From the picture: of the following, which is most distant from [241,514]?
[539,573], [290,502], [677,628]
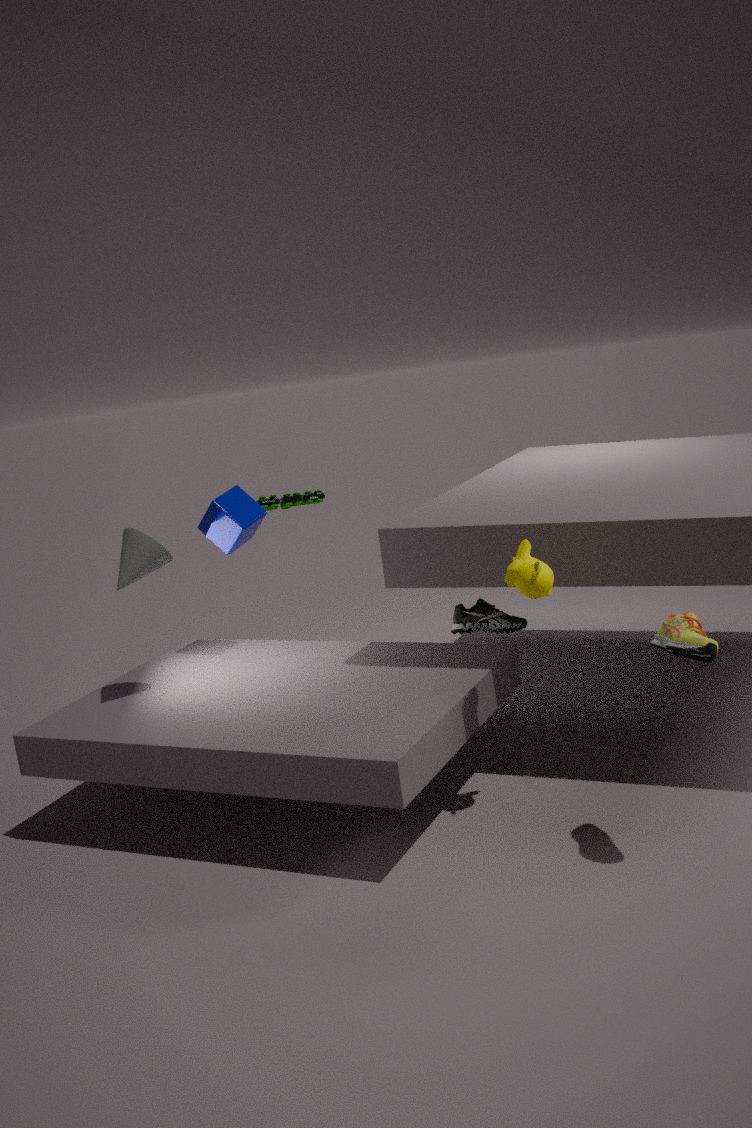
[677,628]
